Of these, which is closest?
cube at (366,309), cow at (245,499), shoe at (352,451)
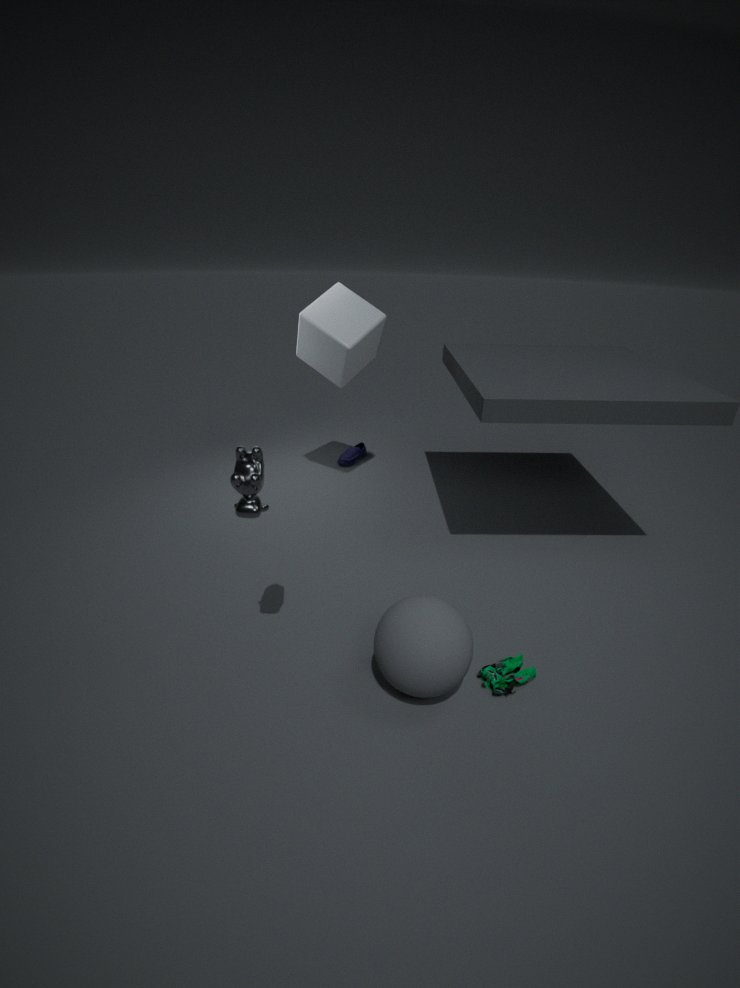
cow at (245,499)
